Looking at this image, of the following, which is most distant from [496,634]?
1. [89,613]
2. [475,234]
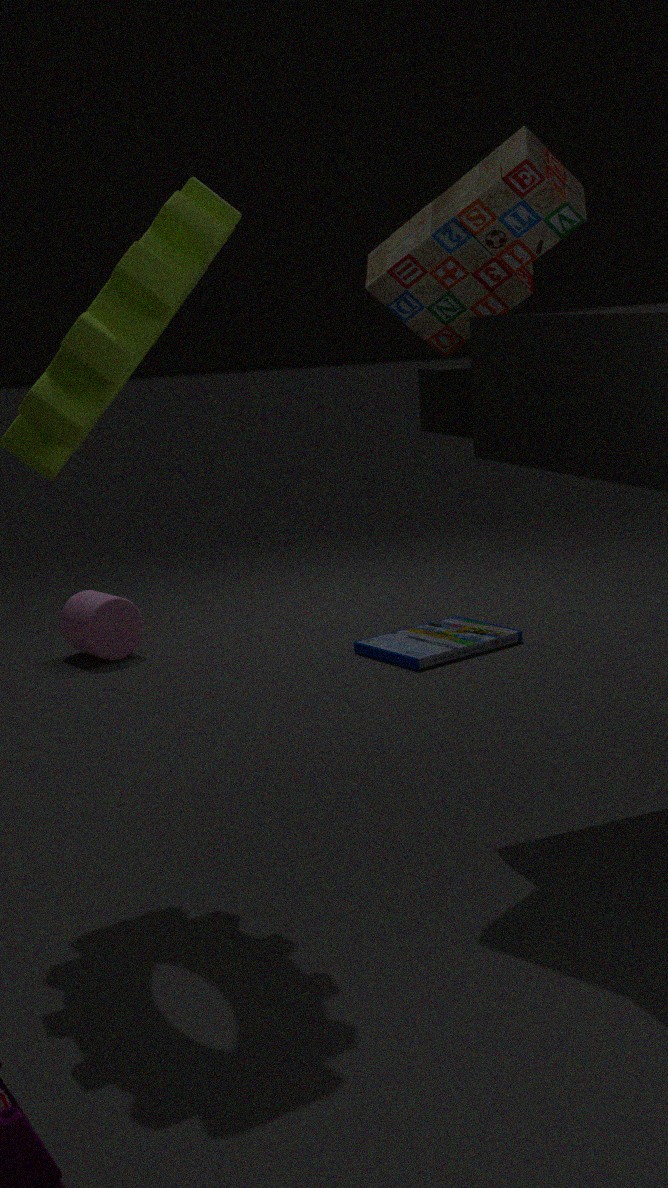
[475,234]
